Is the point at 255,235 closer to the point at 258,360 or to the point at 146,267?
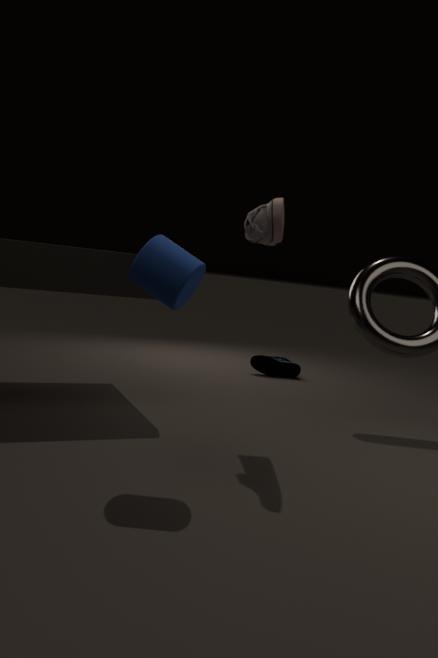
the point at 146,267
